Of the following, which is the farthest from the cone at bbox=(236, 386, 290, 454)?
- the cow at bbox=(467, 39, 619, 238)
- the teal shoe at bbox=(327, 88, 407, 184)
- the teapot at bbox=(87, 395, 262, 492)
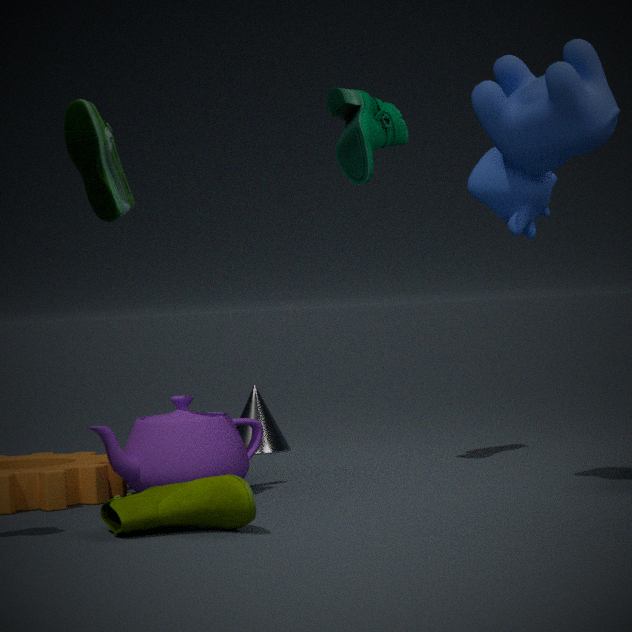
the cow at bbox=(467, 39, 619, 238)
